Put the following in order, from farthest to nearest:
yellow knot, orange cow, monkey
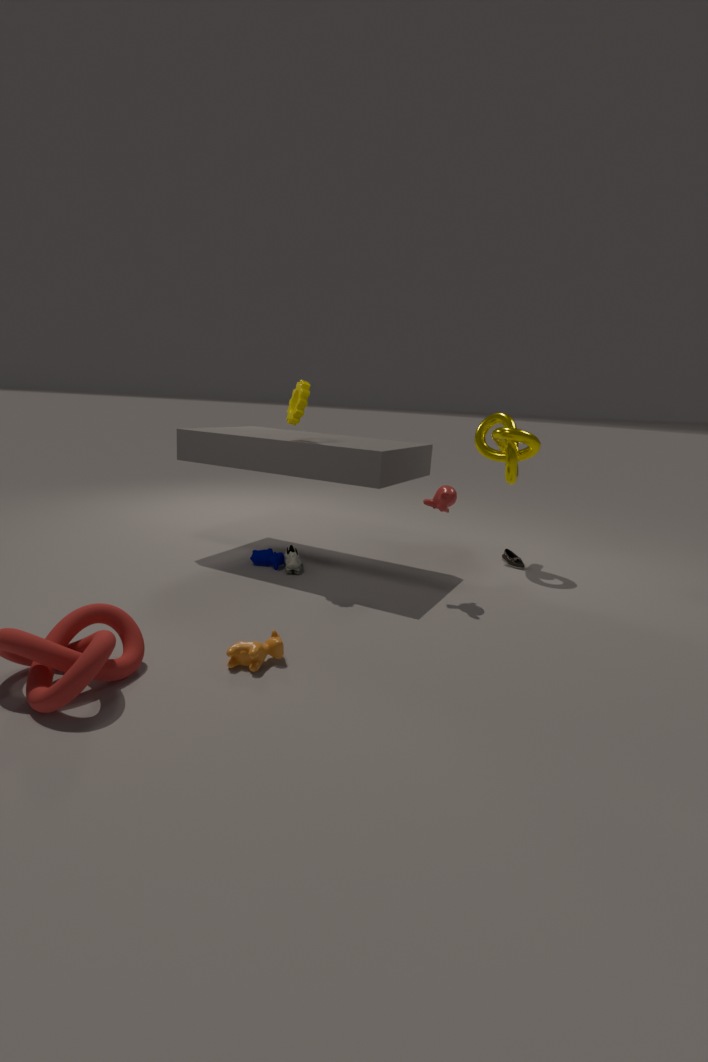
1. yellow knot
2. monkey
3. orange cow
